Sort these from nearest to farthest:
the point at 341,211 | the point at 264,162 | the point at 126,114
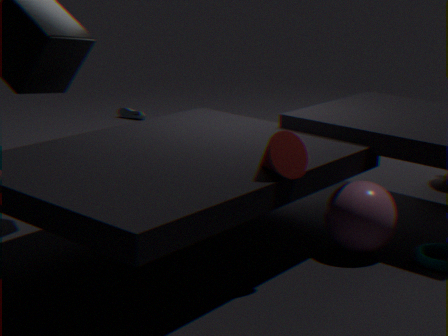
the point at 264,162 < the point at 341,211 < the point at 126,114
